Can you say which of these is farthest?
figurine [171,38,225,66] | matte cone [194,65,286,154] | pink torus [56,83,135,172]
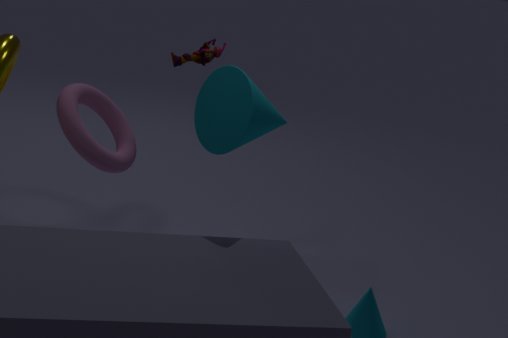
pink torus [56,83,135,172]
